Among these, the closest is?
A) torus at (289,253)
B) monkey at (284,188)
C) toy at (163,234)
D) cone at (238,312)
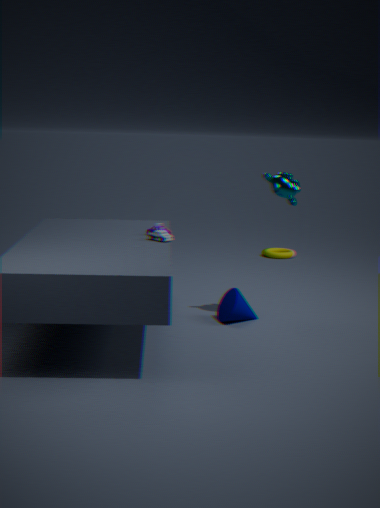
toy at (163,234)
